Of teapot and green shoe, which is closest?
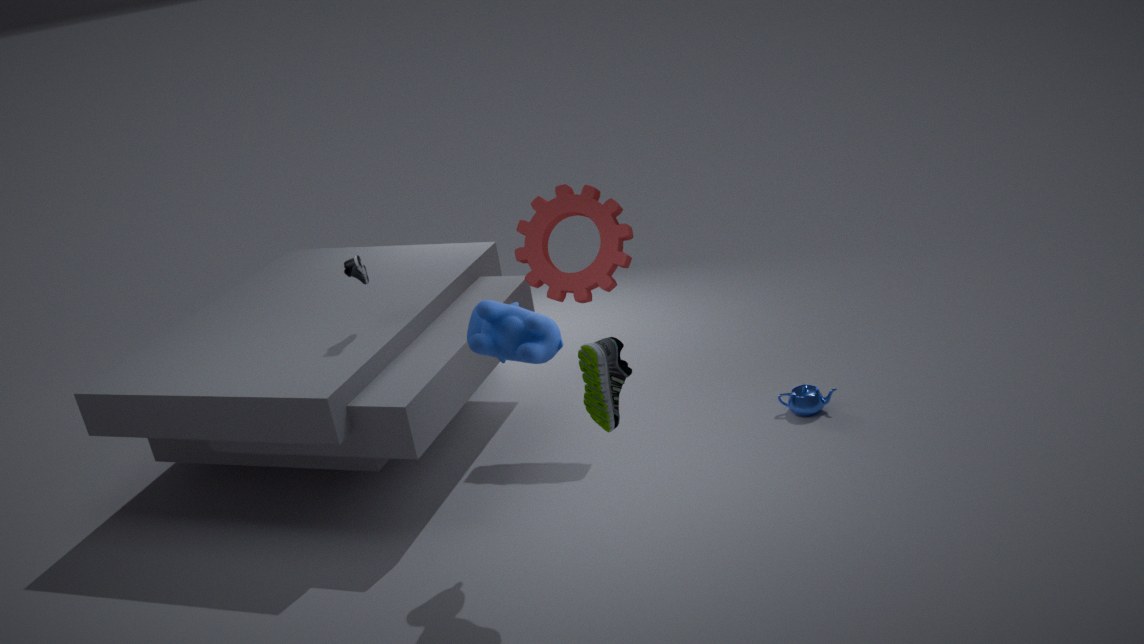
green shoe
